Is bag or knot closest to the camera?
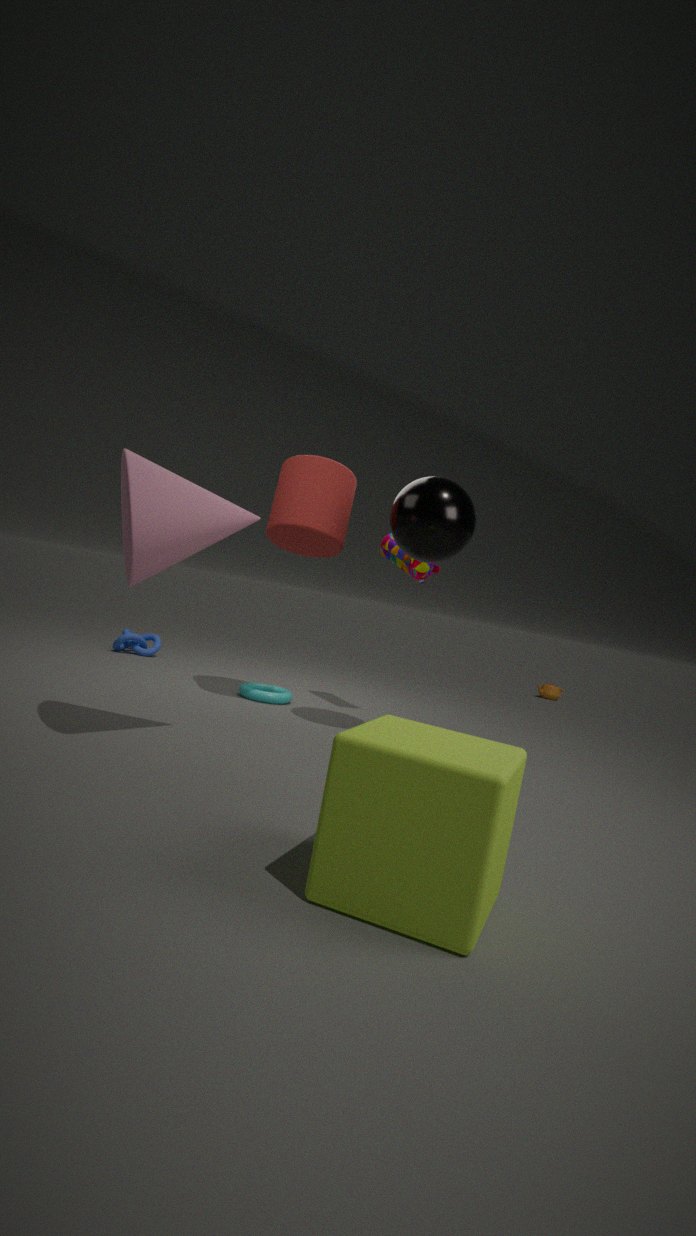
bag
